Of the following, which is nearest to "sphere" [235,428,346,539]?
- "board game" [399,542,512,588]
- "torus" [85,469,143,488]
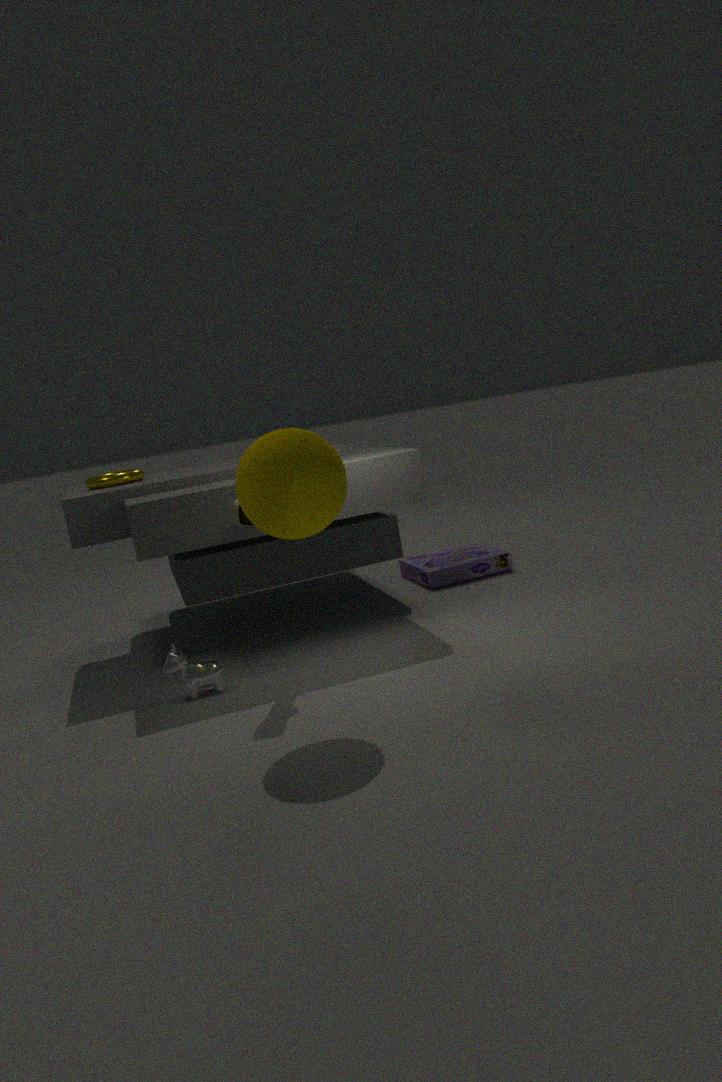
"torus" [85,469,143,488]
